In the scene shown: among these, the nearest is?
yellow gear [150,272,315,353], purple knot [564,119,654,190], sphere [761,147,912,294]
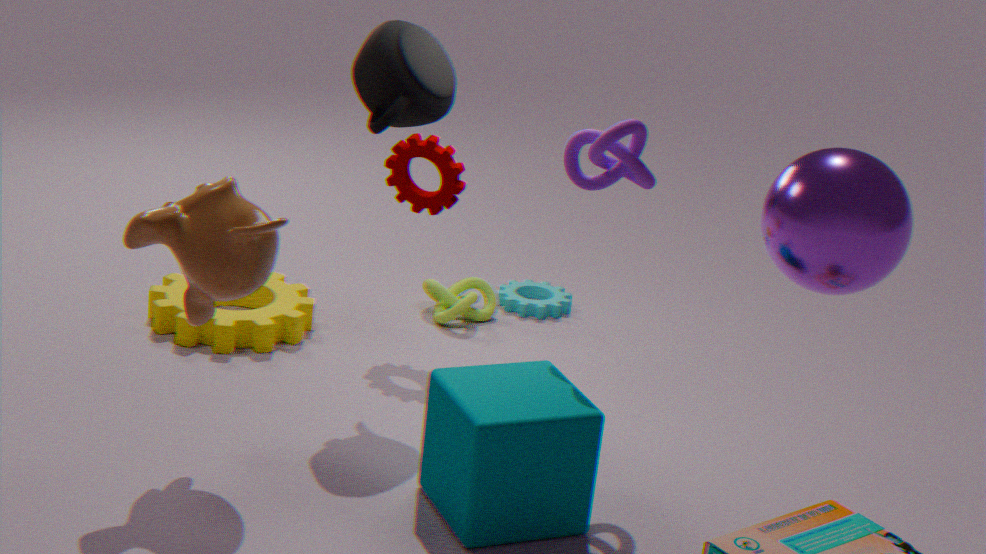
sphere [761,147,912,294]
